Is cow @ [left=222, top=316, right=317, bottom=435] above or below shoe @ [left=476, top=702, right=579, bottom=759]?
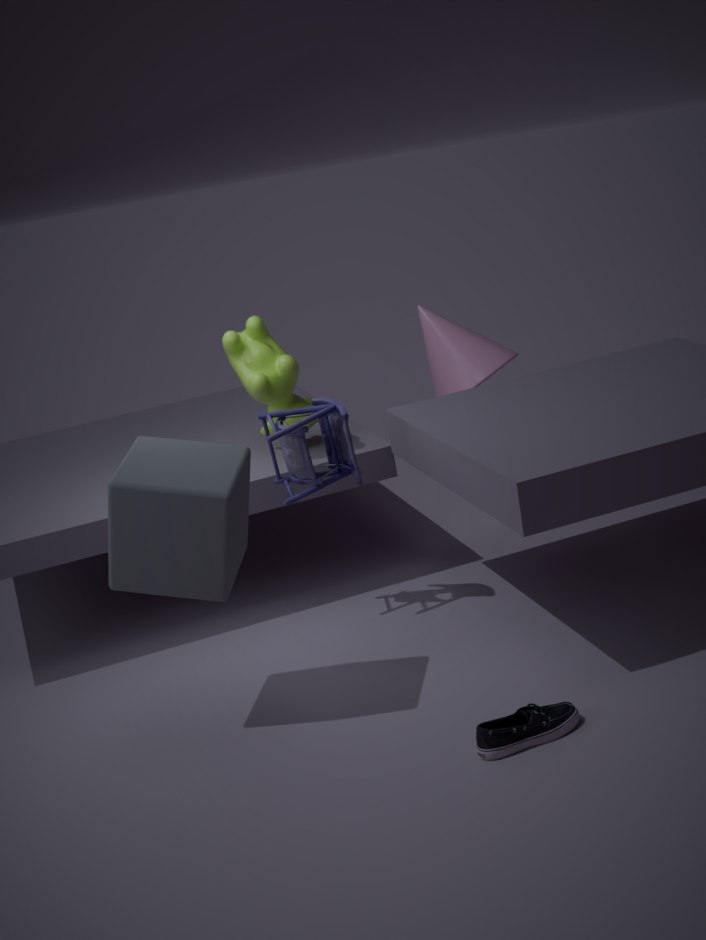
above
